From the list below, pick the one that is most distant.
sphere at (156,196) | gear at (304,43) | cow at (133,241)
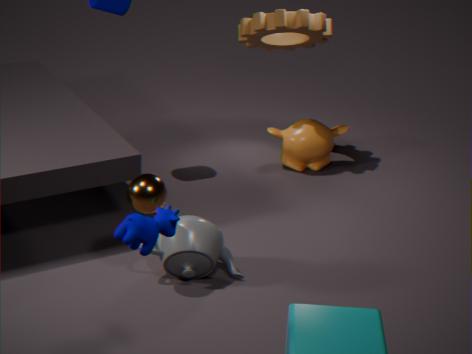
gear at (304,43)
